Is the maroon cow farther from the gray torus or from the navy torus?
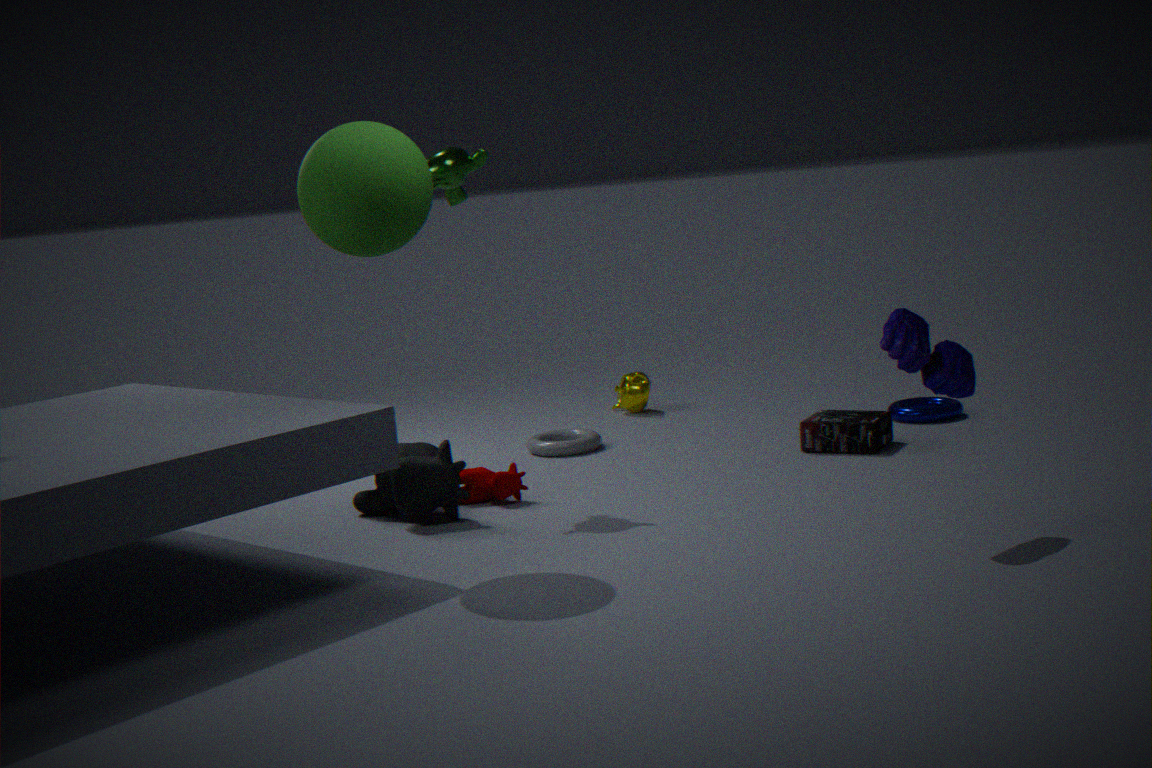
the navy torus
